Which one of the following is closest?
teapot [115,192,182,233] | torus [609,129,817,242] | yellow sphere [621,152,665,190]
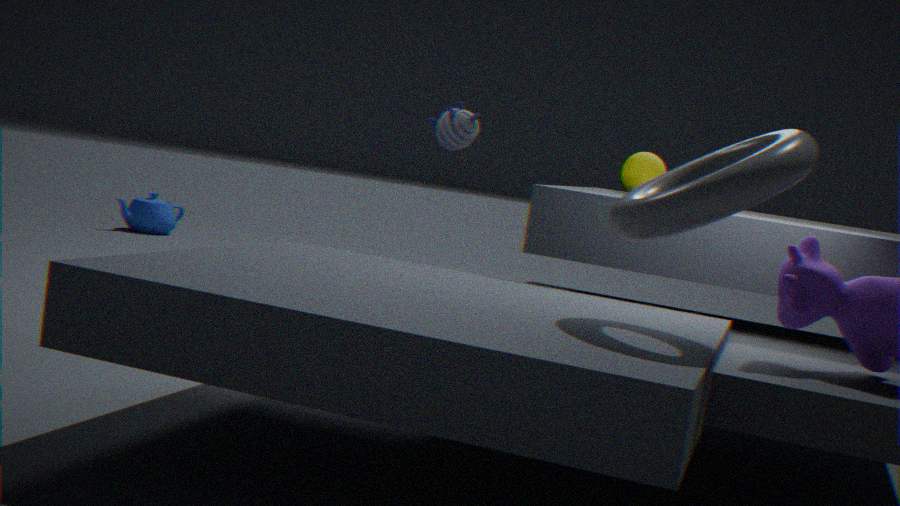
torus [609,129,817,242]
